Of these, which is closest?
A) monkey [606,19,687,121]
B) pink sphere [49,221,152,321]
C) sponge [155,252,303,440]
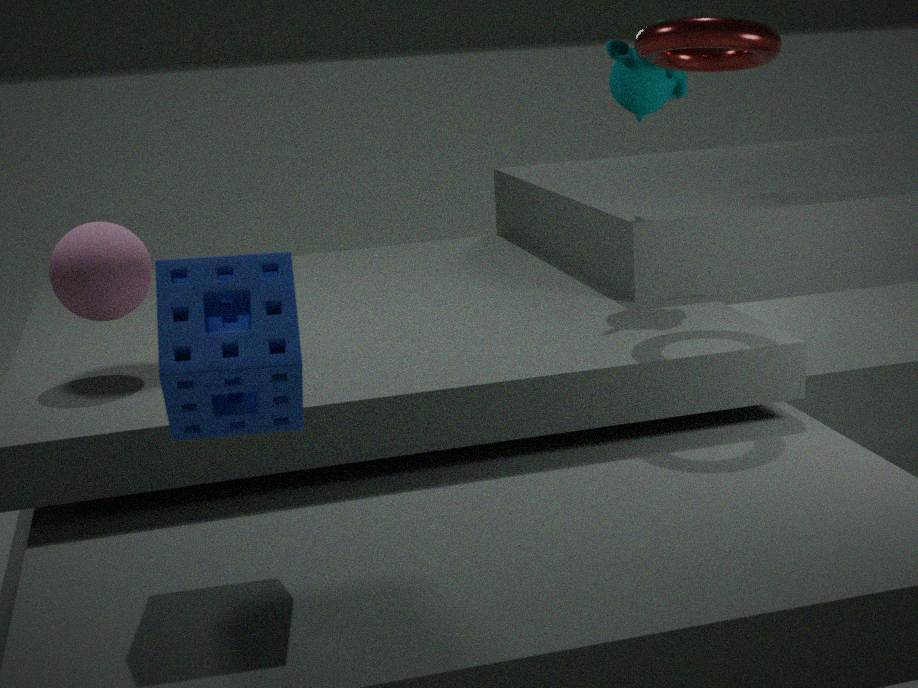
sponge [155,252,303,440]
